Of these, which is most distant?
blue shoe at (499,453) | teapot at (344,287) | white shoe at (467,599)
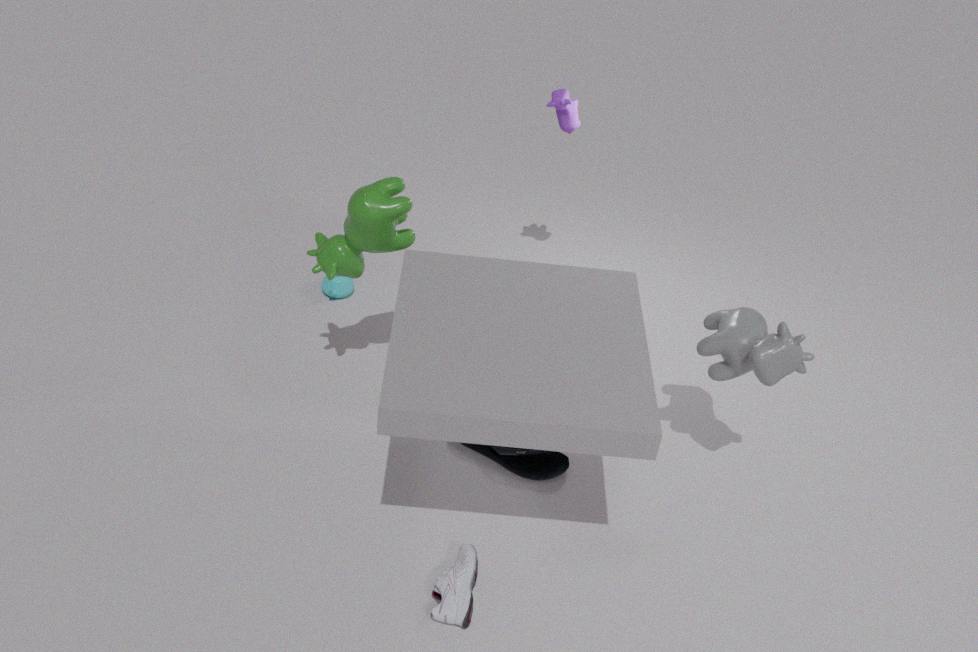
teapot at (344,287)
